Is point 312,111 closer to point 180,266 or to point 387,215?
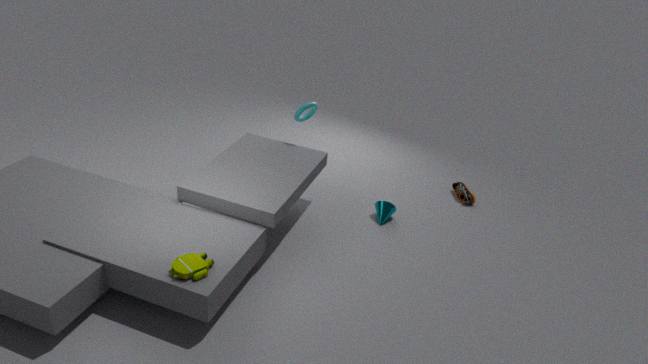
point 387,215
